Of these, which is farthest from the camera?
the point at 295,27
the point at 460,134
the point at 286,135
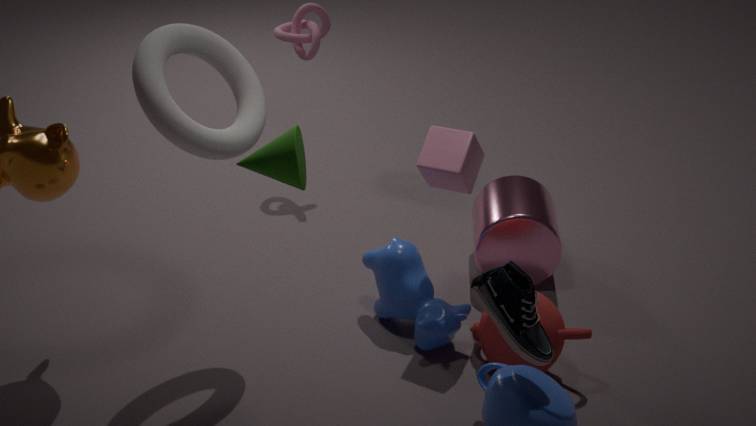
the point at 295,27
